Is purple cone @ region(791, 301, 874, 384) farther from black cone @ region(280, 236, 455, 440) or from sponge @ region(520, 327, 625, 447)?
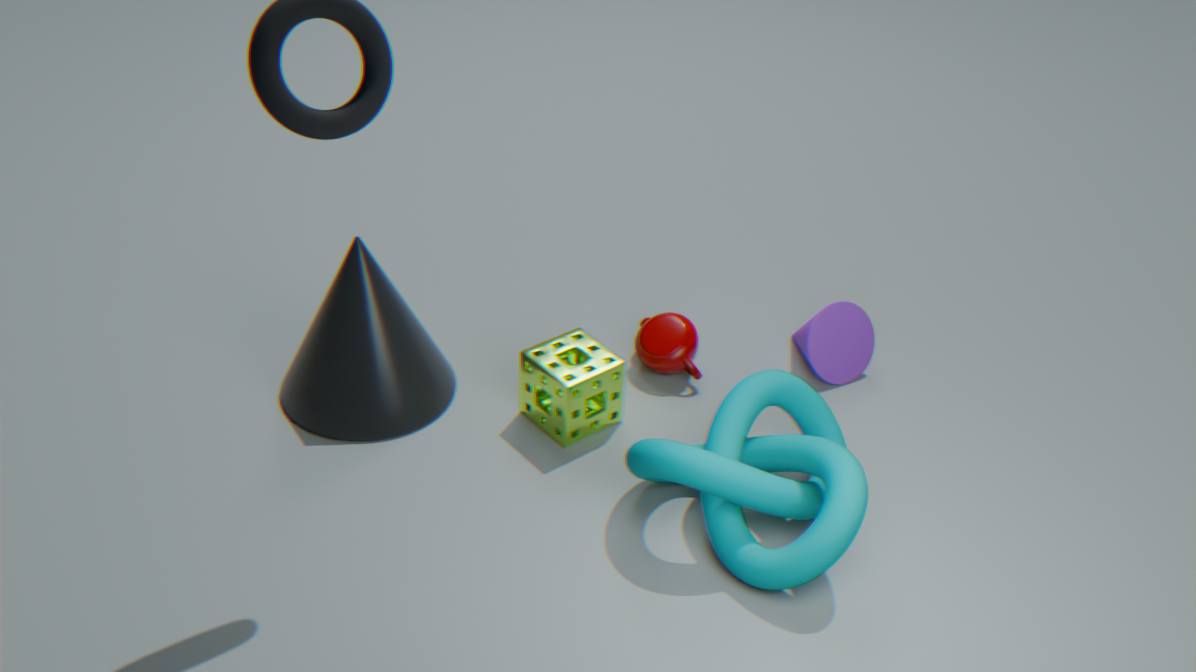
black cone @ region(280, 236, 455, 440)
